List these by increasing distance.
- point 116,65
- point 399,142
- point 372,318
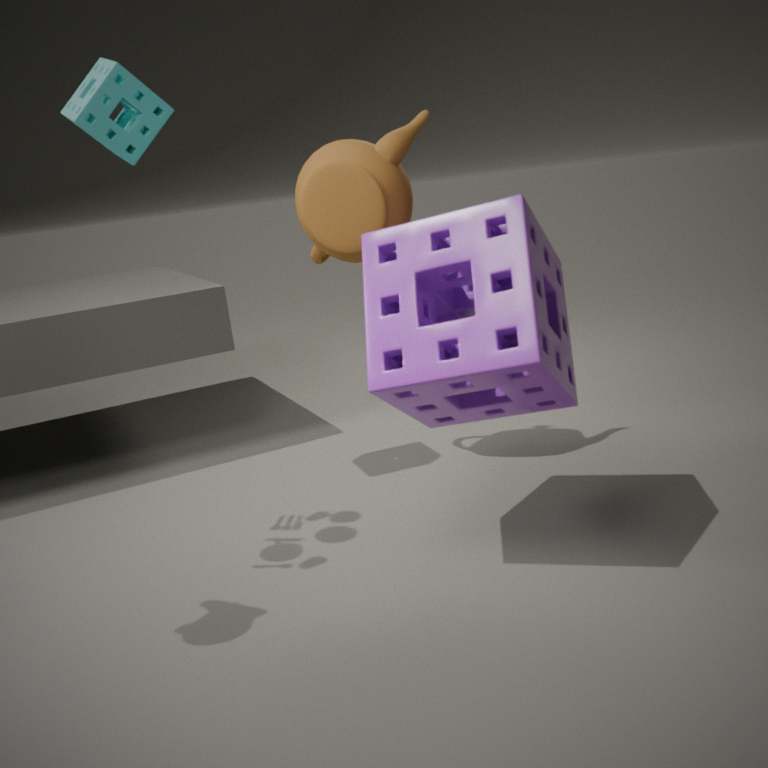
point 372,318, point 116,65, point 399,142
